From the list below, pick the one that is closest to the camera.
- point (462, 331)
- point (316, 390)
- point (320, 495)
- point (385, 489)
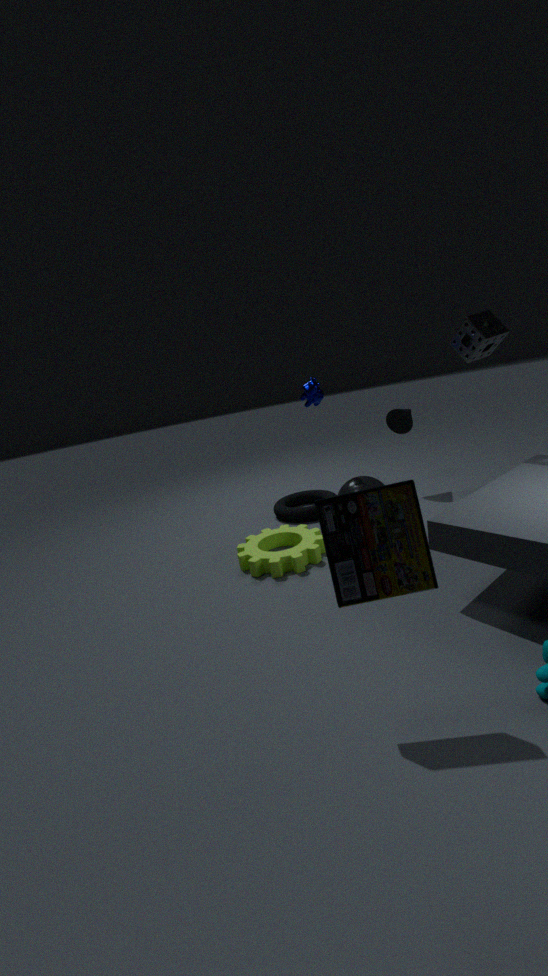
point (385, 489)
